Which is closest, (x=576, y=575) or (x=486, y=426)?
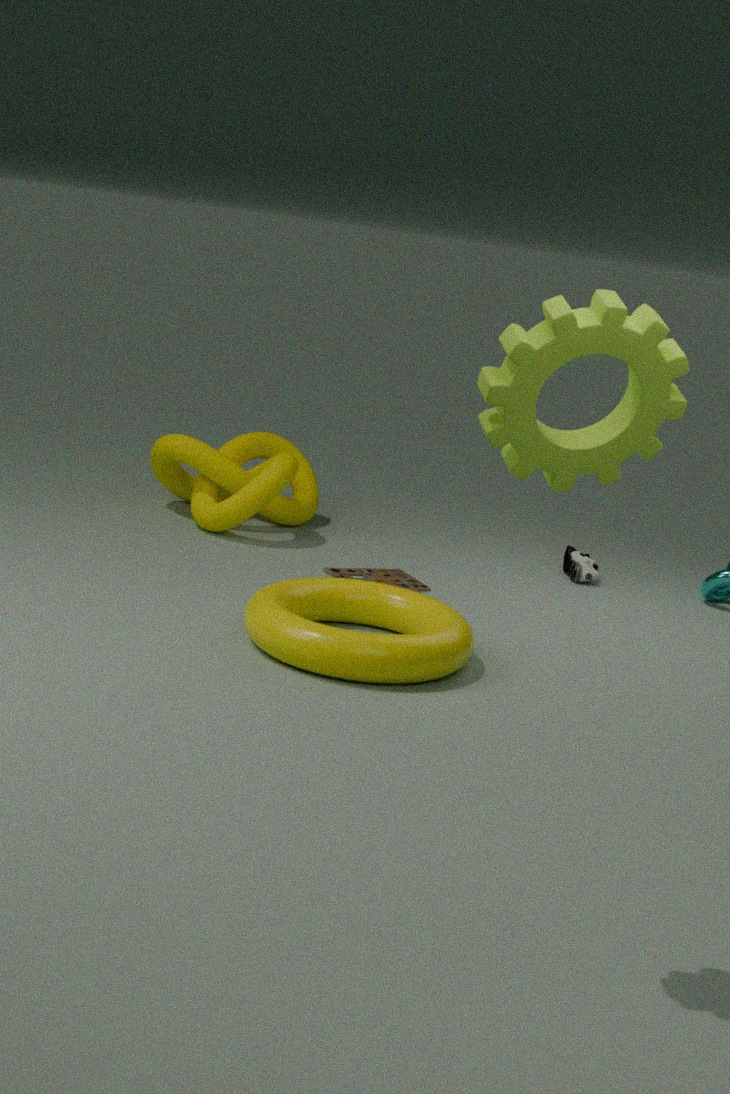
(x=486, y=426)
